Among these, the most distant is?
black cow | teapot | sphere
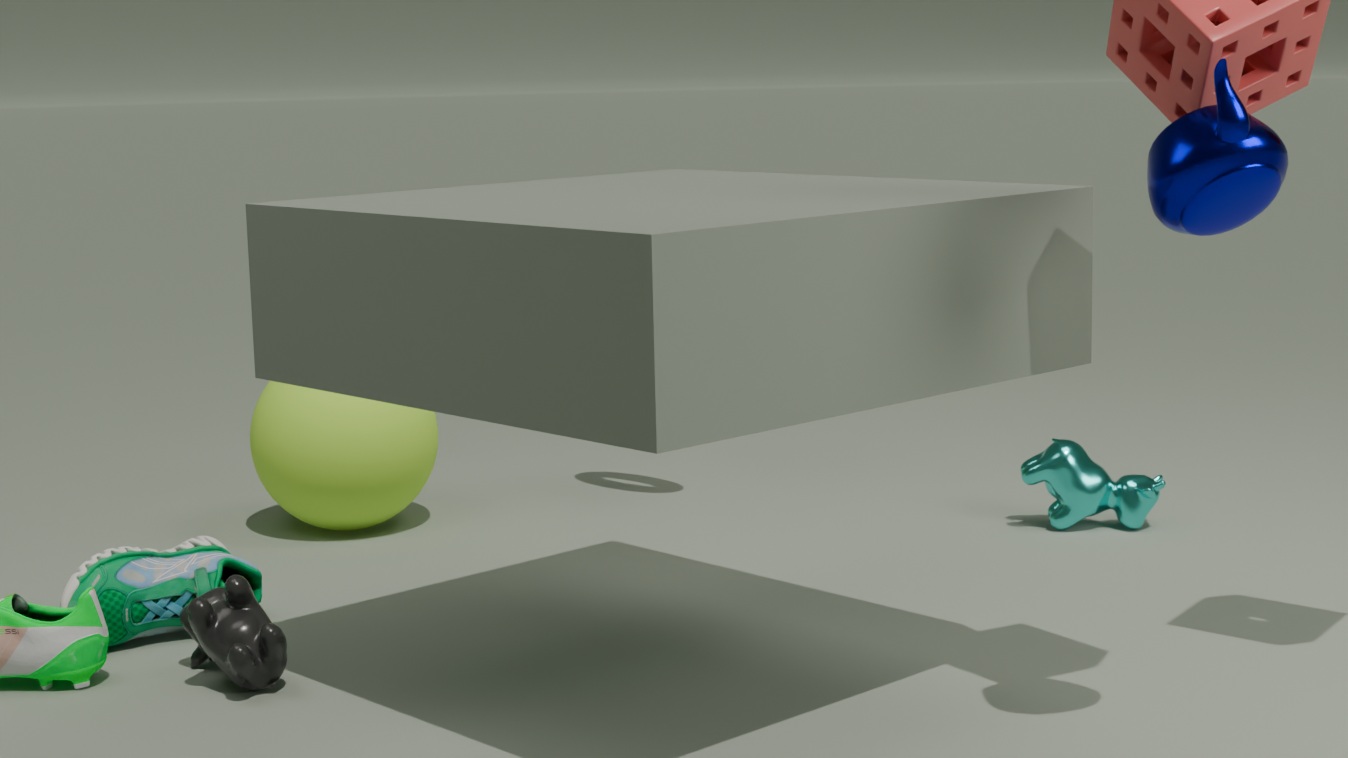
sphere
